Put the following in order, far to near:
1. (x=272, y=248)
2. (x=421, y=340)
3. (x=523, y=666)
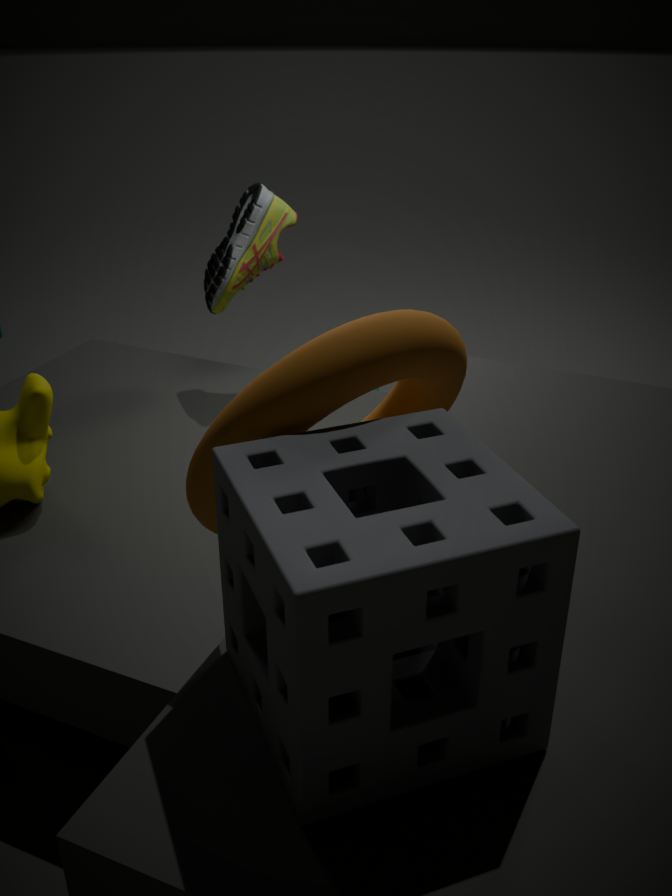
(x=272, y=248), (x=421, y=340), (x=523, y=666)
